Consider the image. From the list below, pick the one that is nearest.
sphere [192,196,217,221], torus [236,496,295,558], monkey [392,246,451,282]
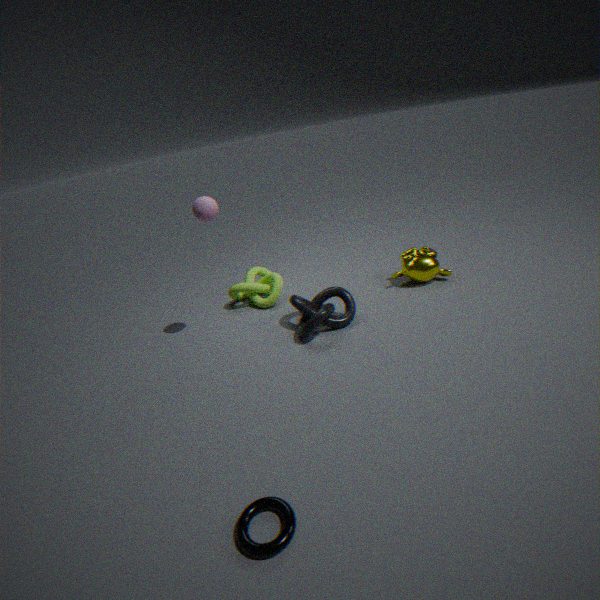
torus [236,496,295,558]
